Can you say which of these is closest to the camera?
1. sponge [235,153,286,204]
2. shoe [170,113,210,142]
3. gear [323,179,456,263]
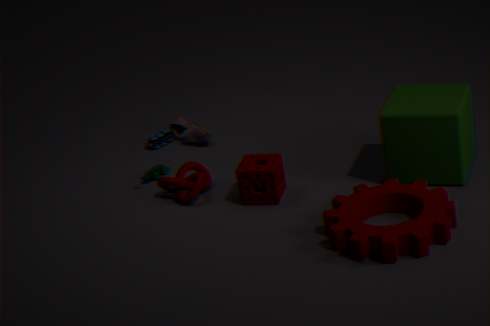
gear [323,179,456,263]
